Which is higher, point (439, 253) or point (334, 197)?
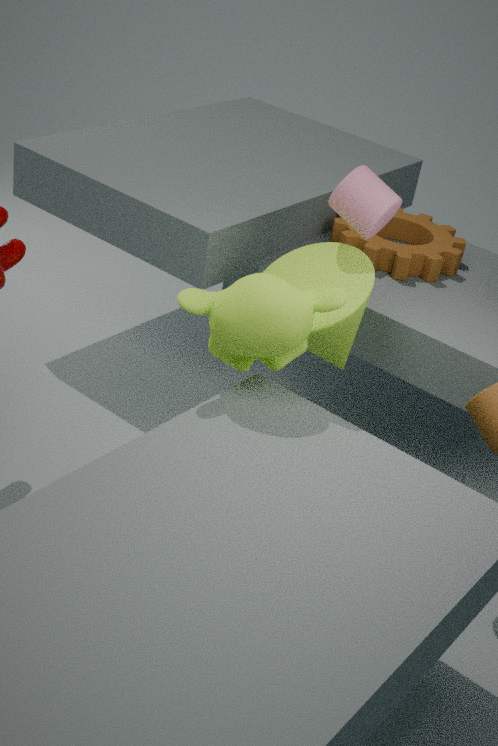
point (334, 197)
